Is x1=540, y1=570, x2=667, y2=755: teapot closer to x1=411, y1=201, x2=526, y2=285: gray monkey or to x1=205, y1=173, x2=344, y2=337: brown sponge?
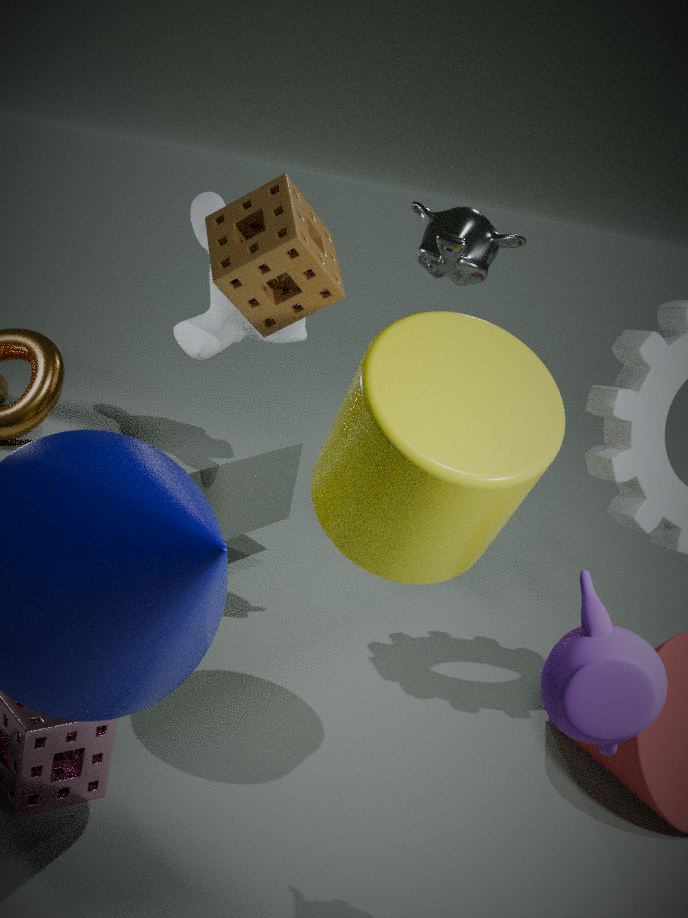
x1=205, y1=173, x2=344, y2=337: brown sponge
